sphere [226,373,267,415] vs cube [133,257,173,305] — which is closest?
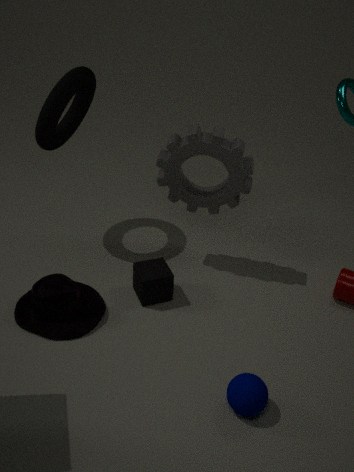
sphere [226,373,267,415]
